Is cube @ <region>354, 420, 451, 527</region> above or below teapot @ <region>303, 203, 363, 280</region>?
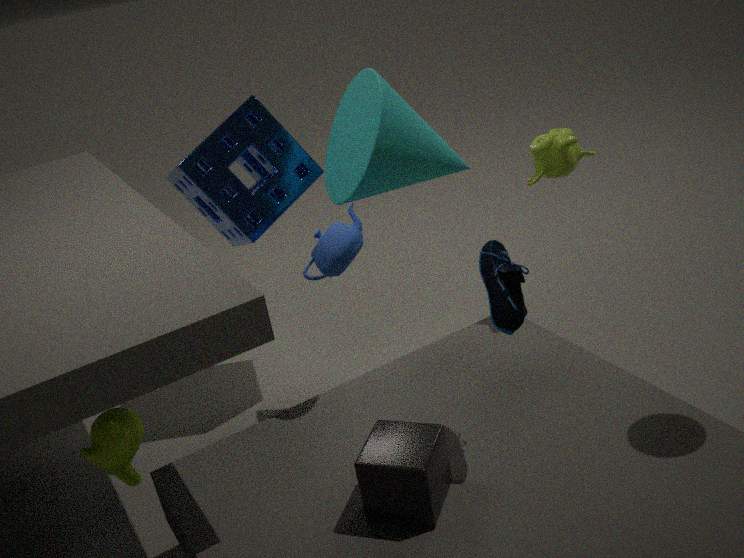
below
